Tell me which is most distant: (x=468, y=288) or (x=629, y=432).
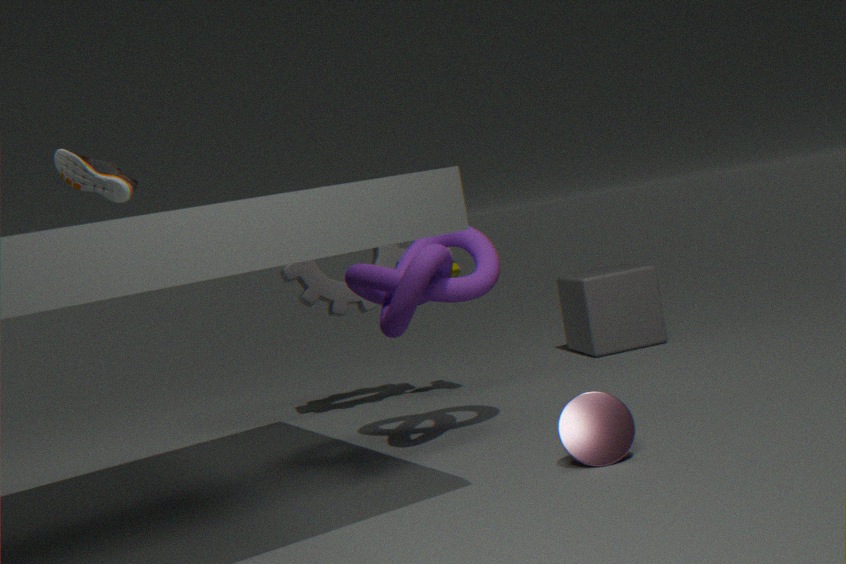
(x=468, y=288)
